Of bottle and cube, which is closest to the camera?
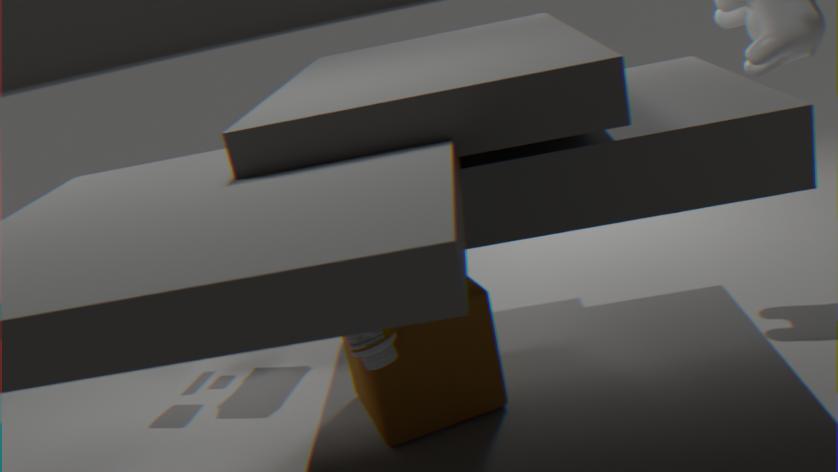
bottle
